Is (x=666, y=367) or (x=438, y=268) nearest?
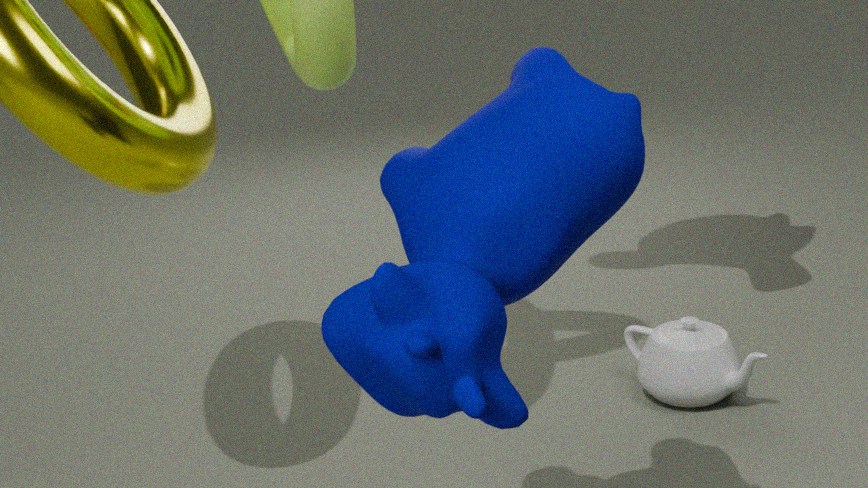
(x=438, y=268)
